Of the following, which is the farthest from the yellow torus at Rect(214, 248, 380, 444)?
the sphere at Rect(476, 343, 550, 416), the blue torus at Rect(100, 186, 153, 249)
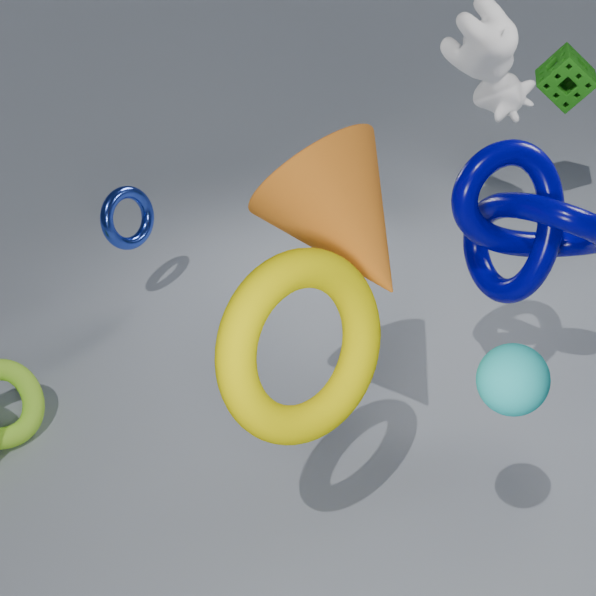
the blue torus at Rect(100, 186, 153, 249)
